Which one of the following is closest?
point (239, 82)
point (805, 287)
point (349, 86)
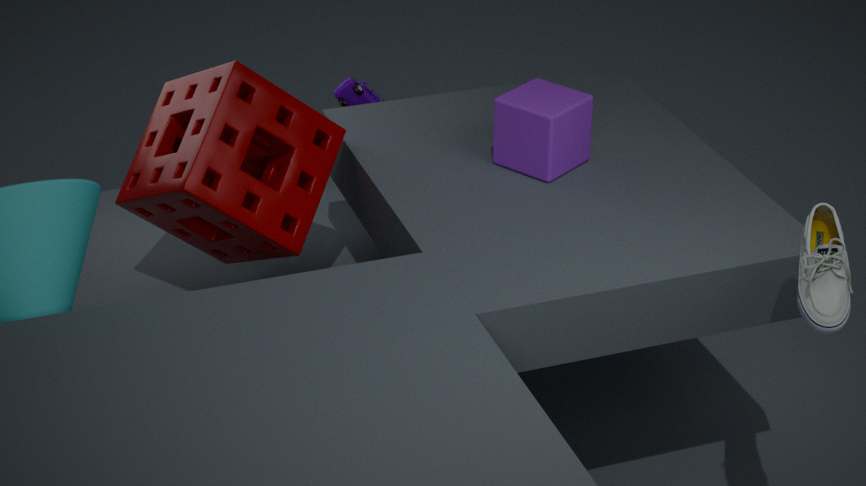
point (805, 287)
